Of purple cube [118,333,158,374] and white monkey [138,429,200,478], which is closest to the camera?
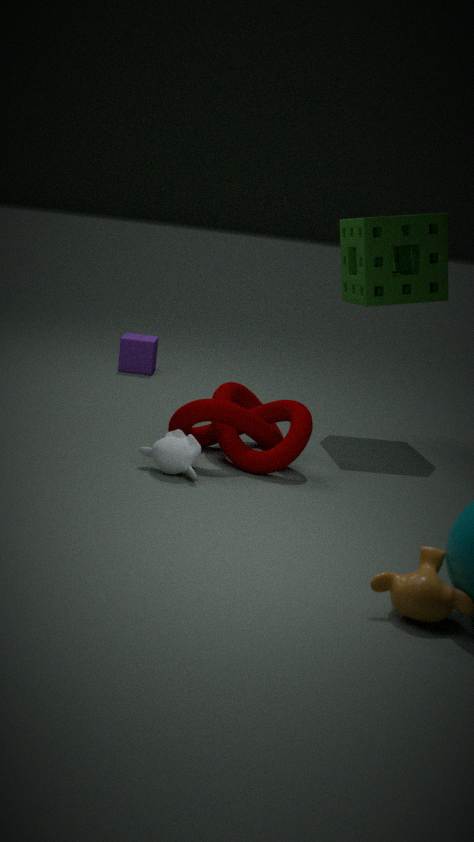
white monkey [138,429,200,478]
